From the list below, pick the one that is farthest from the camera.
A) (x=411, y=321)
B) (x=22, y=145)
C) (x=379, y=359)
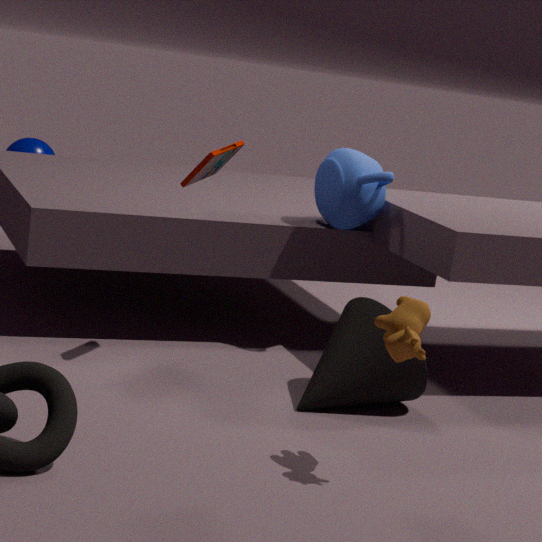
(x=22, y=145)
